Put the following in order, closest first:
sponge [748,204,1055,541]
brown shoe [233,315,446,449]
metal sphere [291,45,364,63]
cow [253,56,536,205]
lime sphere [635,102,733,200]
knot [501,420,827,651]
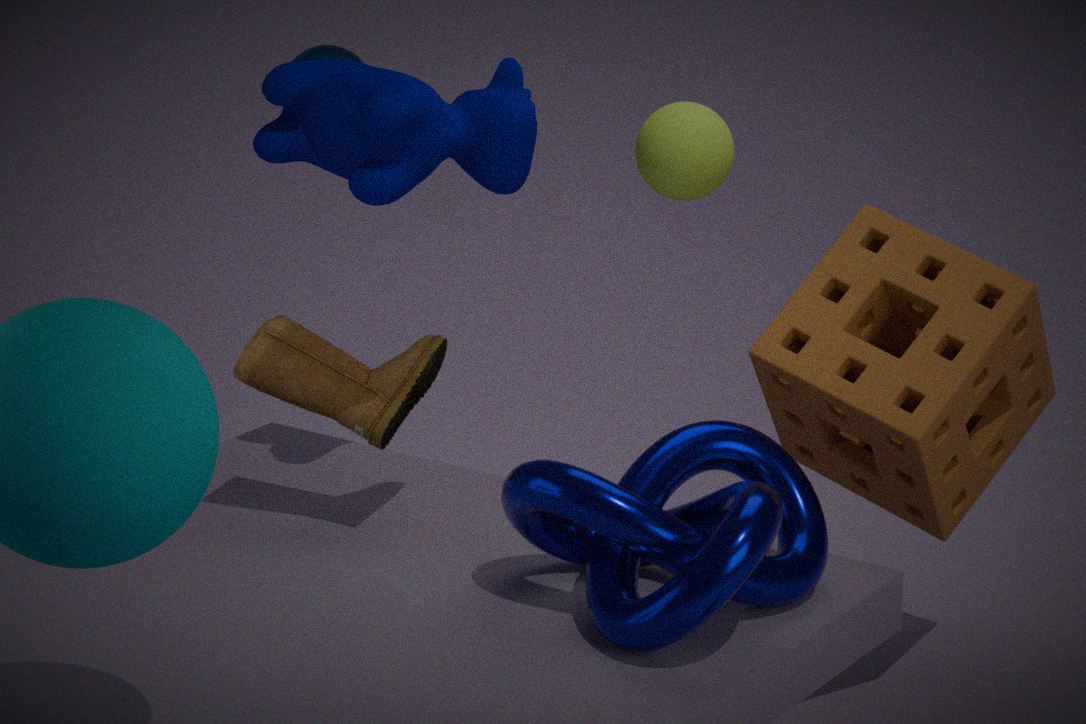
knot [501,420,827,651], brown shoe [233,315,446,449], sponge [748,204,1055,541], cow [253,56,536,205], lime sphere [635,102,733,200], metal sphere [291,45,364,63]
